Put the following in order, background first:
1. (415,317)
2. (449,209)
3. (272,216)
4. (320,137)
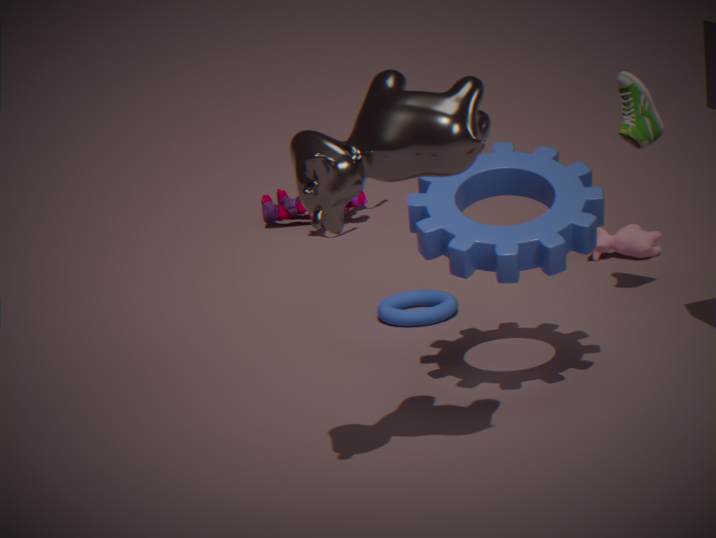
(272,216) → (415,317) → (449,209) → (320,137)
